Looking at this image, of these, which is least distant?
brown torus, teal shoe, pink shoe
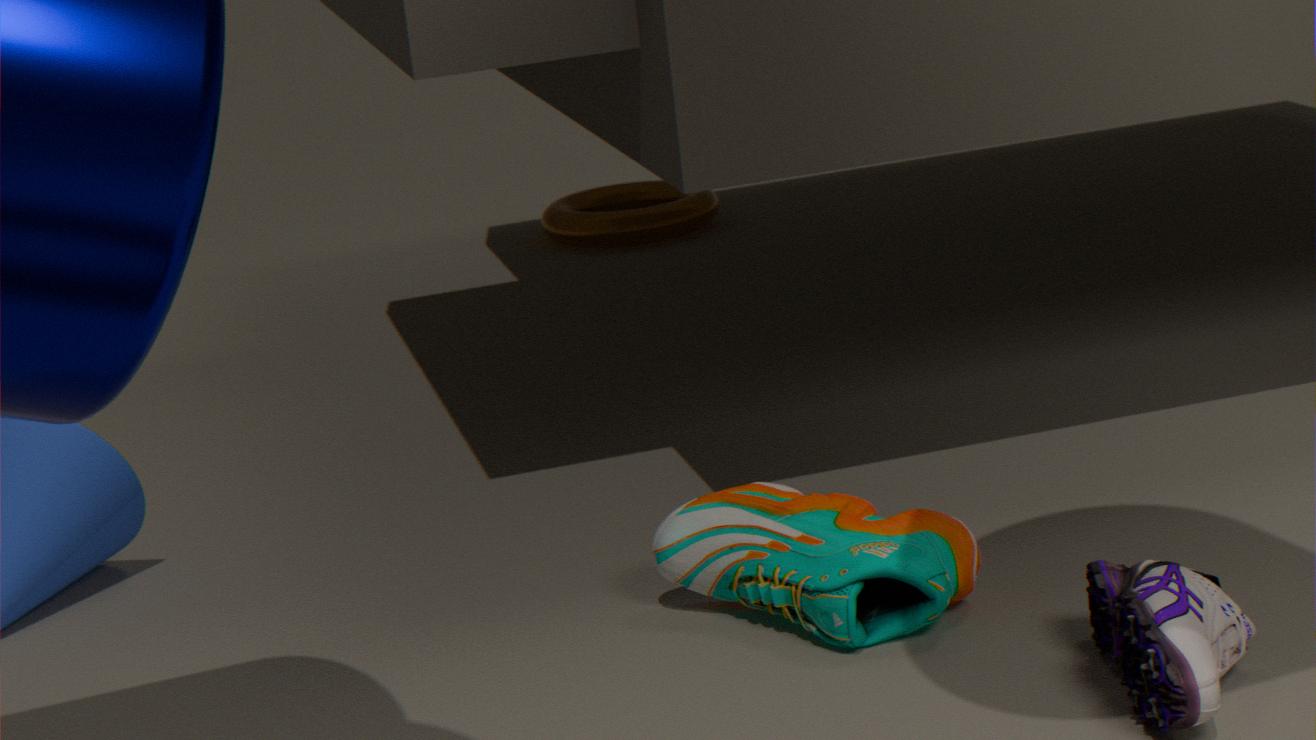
pink shoe
